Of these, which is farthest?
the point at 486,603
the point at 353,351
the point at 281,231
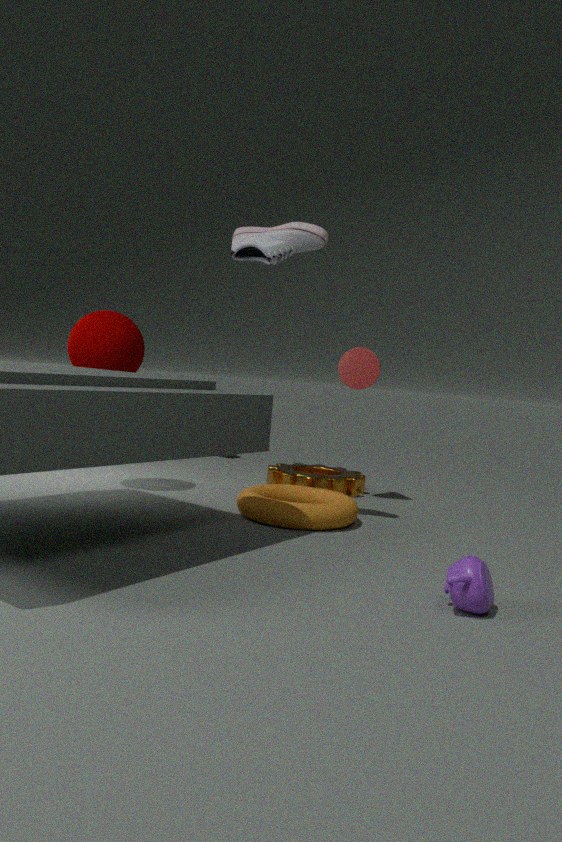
the point at 353,351
